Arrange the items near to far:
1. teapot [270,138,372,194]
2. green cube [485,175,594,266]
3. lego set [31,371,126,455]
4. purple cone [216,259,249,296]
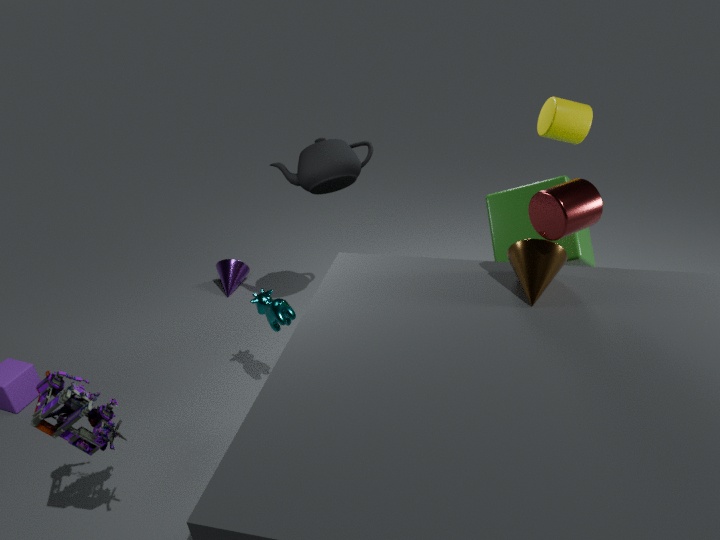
lego set [31,371,126,455], green cube [485,175,594,266], teapot [270,138,372,194], purple cone [216,259,249,296]
